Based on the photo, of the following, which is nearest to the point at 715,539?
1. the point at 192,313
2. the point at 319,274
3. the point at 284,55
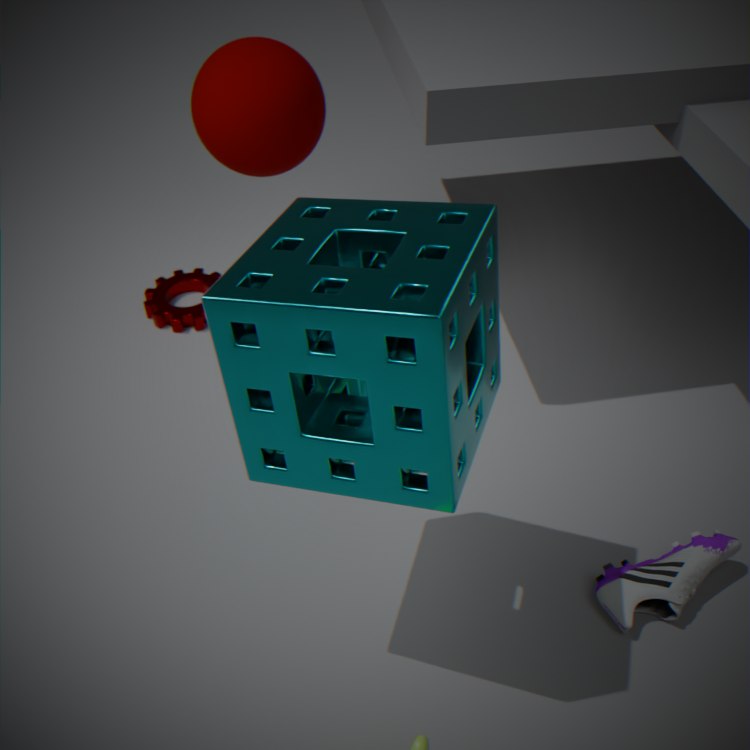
the point at 319,274
